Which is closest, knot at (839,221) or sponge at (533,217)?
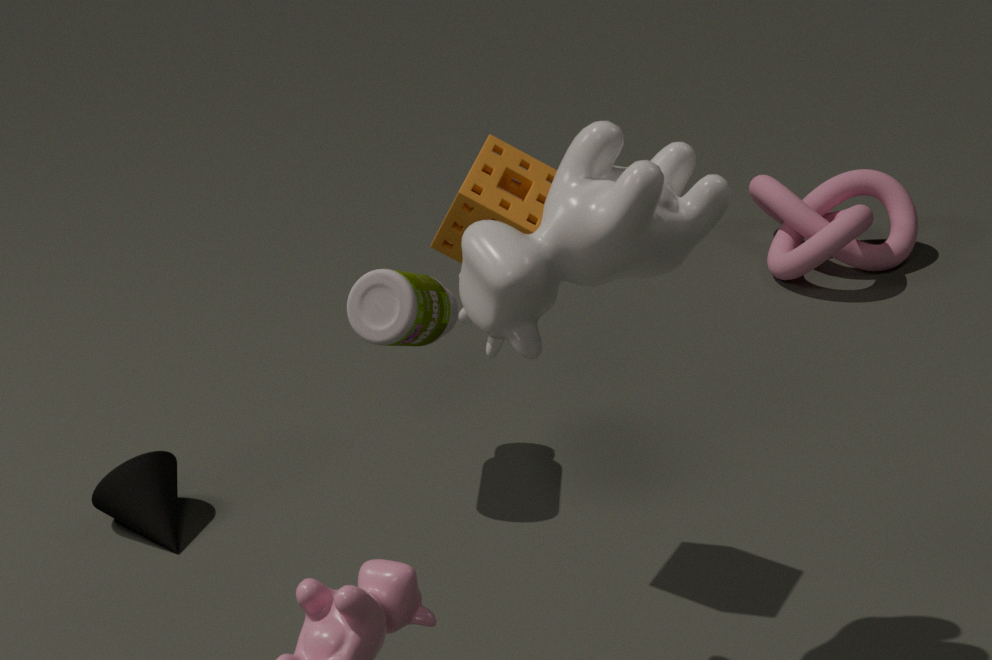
sponge at (533,217)
